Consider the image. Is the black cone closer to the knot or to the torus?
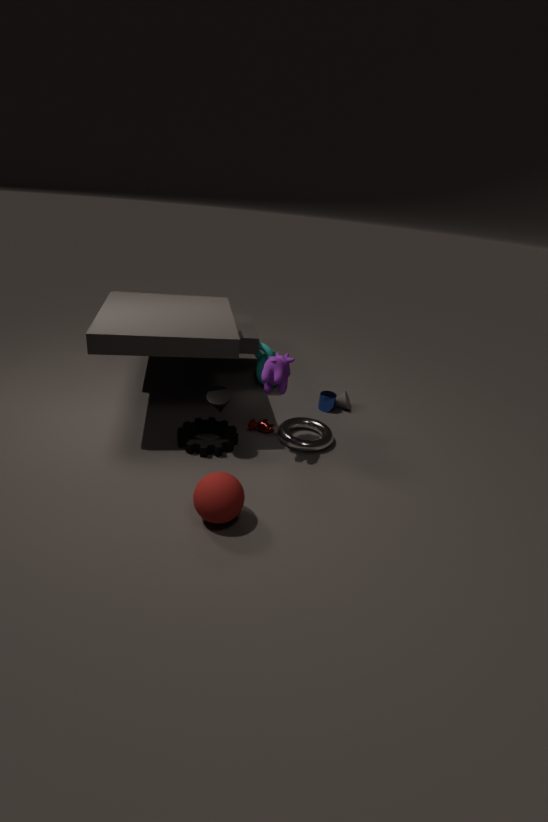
the torus
